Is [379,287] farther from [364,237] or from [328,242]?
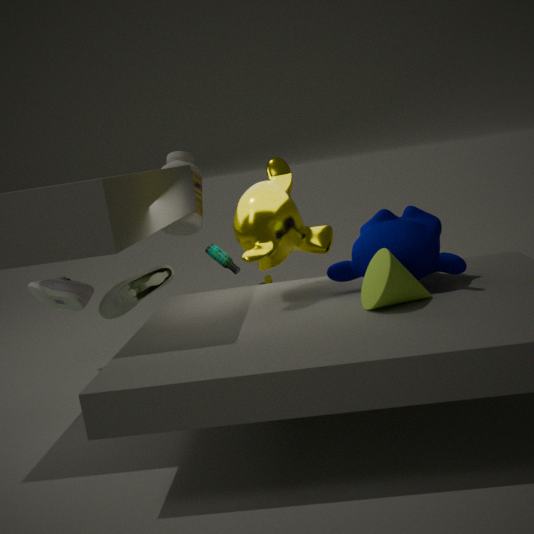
[328,242]
